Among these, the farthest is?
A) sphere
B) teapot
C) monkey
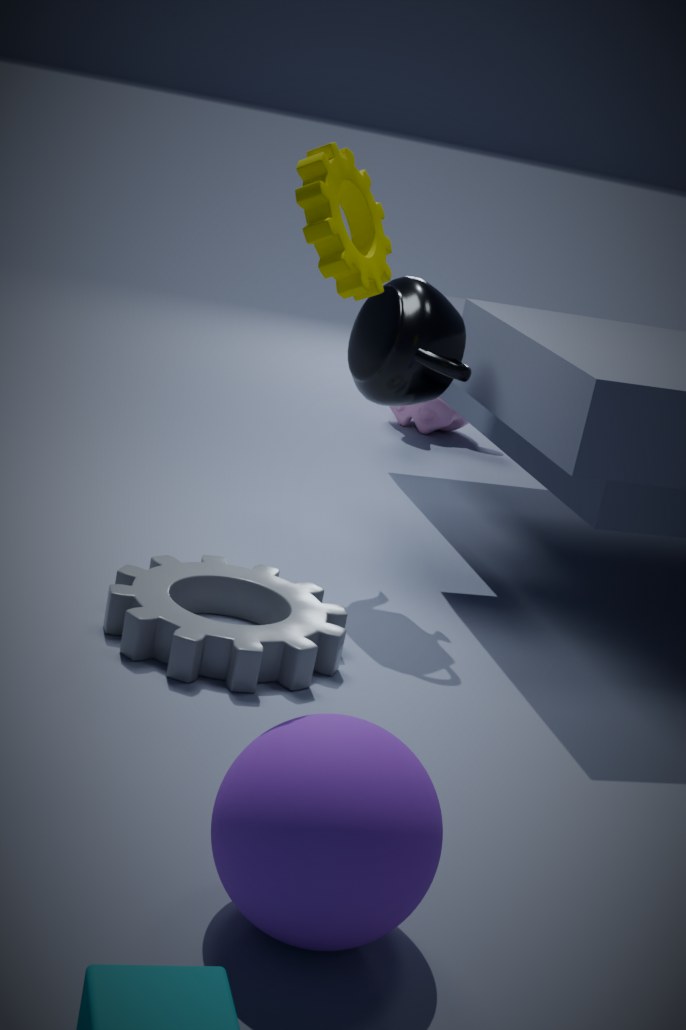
monkey
